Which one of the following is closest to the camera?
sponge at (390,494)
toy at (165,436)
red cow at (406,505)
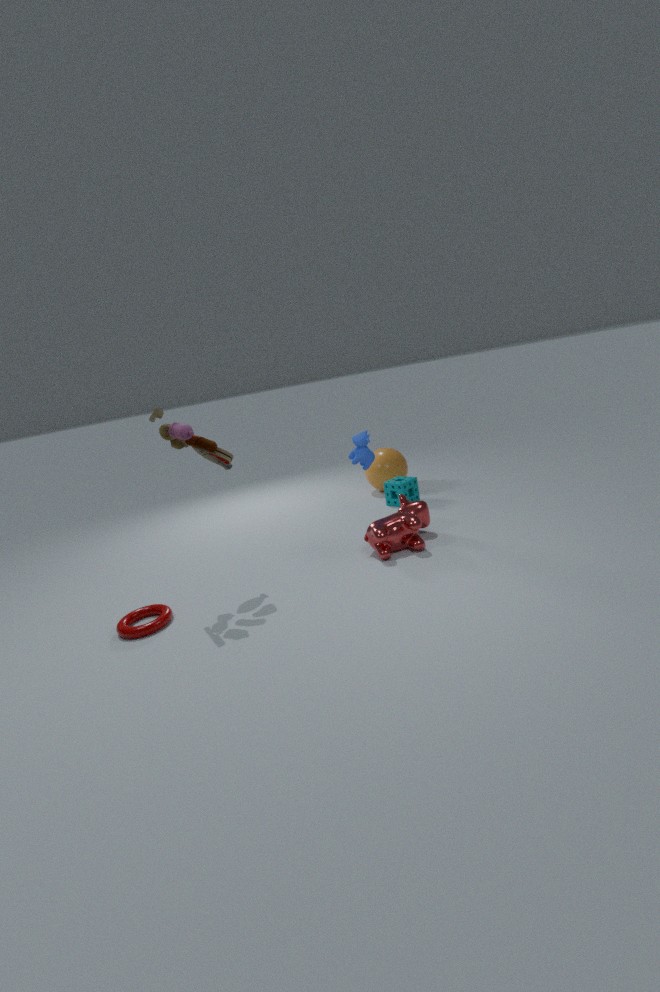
toy at (165,436)
